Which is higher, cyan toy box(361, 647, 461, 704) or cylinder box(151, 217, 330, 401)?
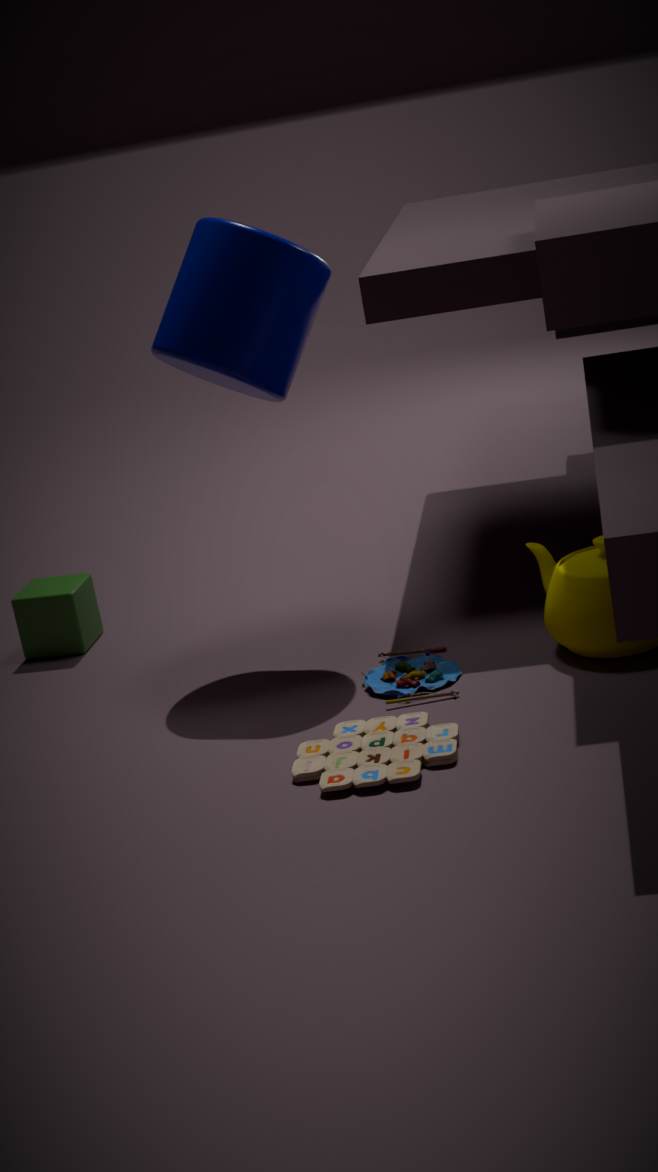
cylinder box(151, 217, 330, 401)
